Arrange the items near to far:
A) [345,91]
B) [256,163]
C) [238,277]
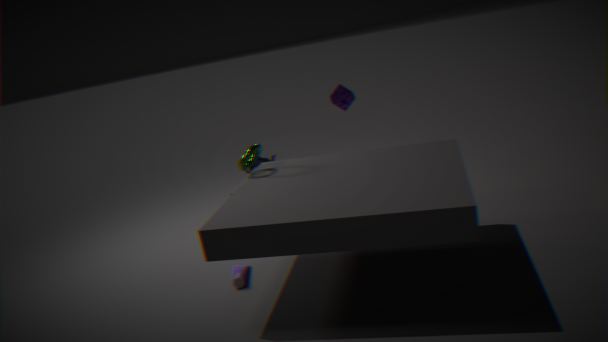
[238,277], [345,91], [256,163]
